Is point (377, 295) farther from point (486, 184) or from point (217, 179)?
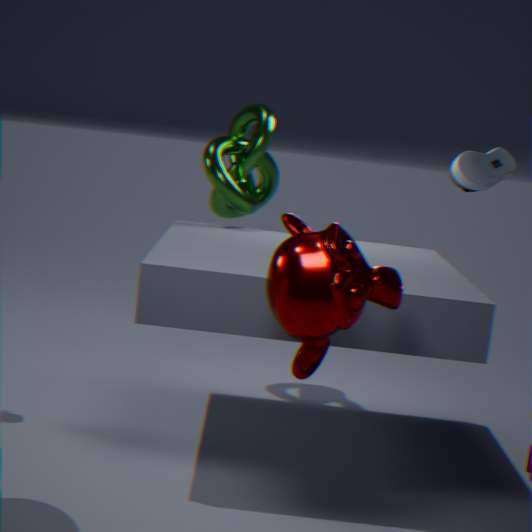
point (217, 179)
